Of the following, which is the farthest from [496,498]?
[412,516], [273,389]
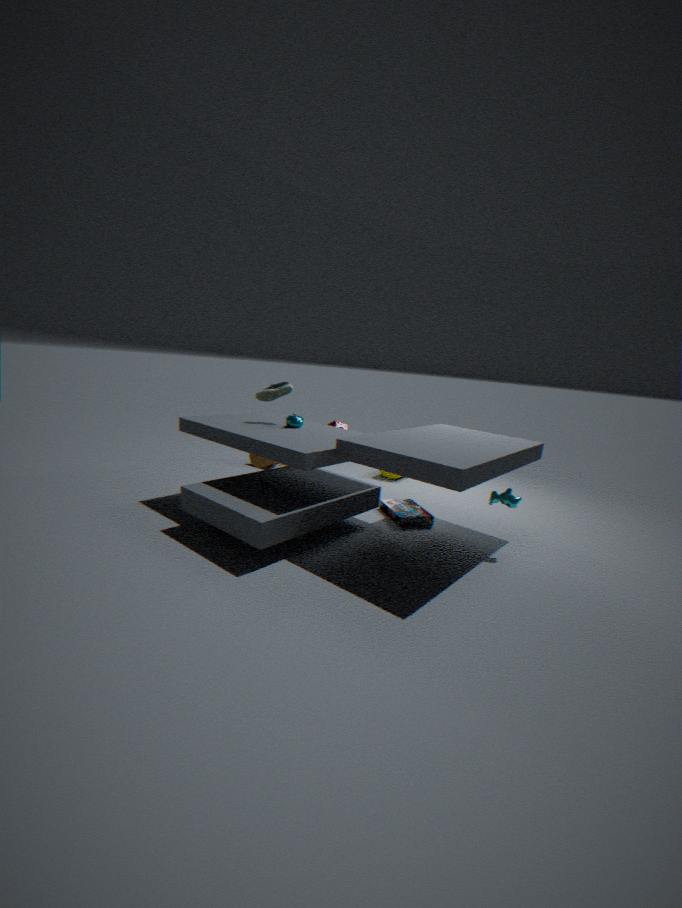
[273,389]
